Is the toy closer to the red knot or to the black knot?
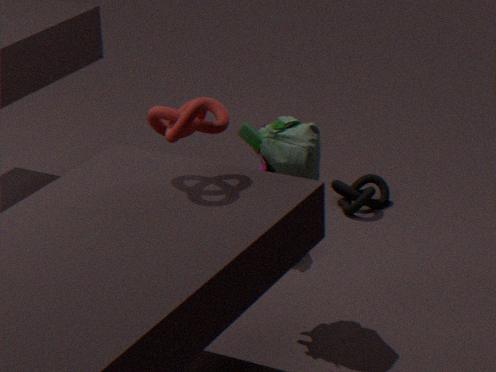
the red knot
